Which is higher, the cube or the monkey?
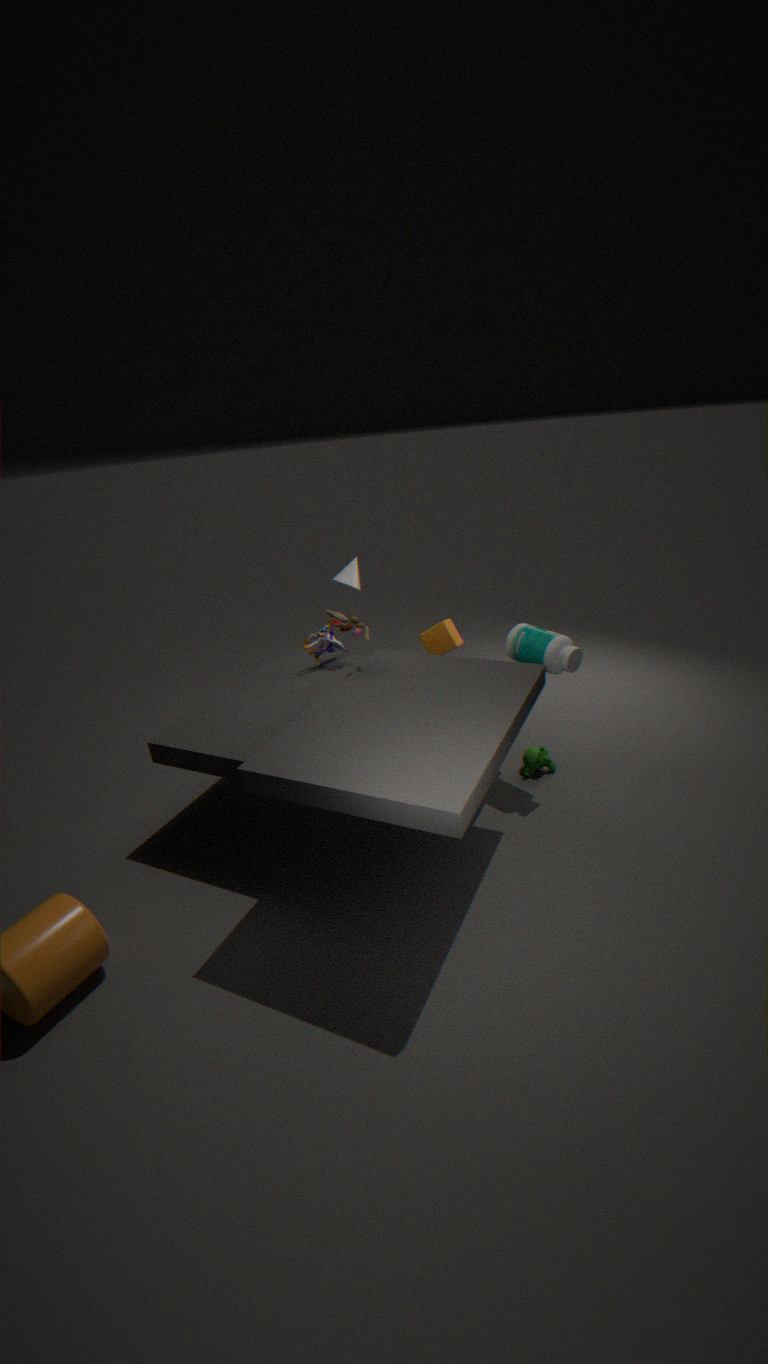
the cube
